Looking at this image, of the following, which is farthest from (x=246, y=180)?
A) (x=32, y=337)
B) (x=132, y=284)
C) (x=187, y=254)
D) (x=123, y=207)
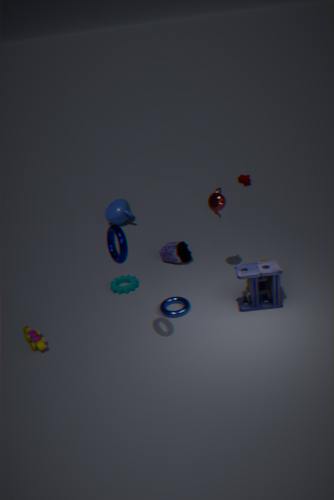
(x=32, y=337)
